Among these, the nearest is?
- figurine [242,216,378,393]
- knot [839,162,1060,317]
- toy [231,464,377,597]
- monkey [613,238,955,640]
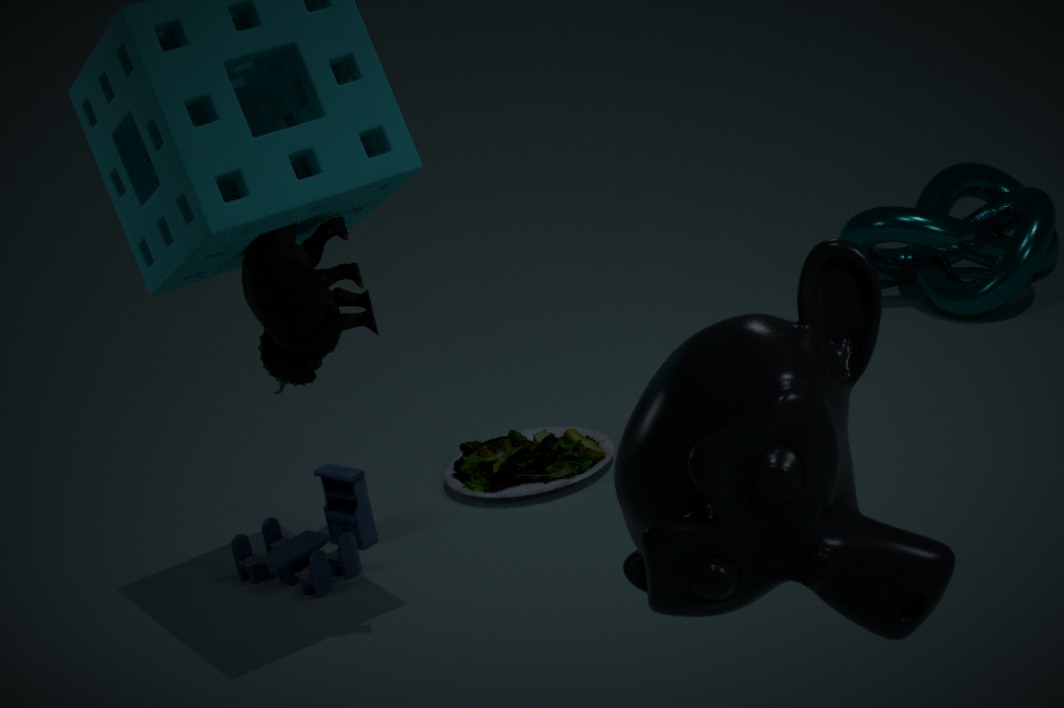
monkey [613,238,955,640]
